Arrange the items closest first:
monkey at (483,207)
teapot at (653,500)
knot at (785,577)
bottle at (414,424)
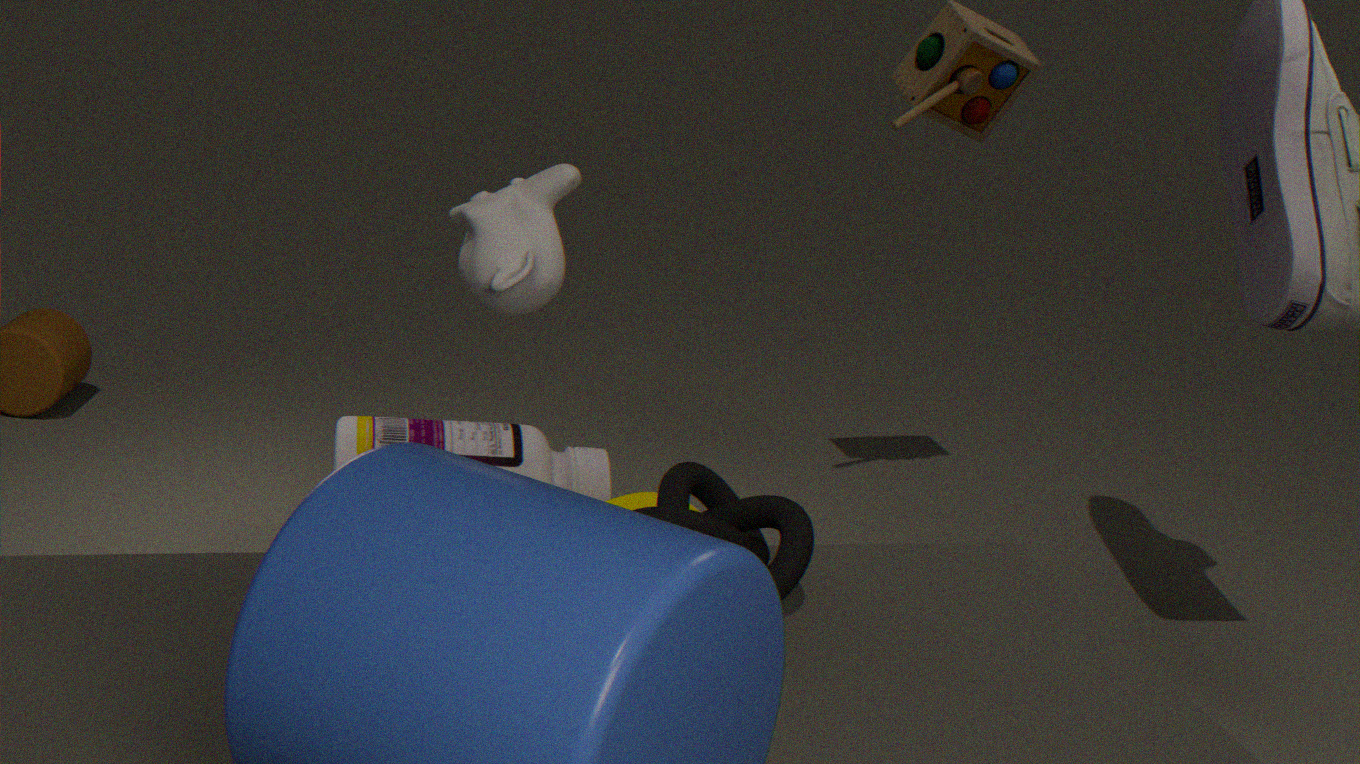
1. monkey at (483,207)
2. knot at (785,577)
3. teapot at (653,500)
4. bottle at (414,424)
